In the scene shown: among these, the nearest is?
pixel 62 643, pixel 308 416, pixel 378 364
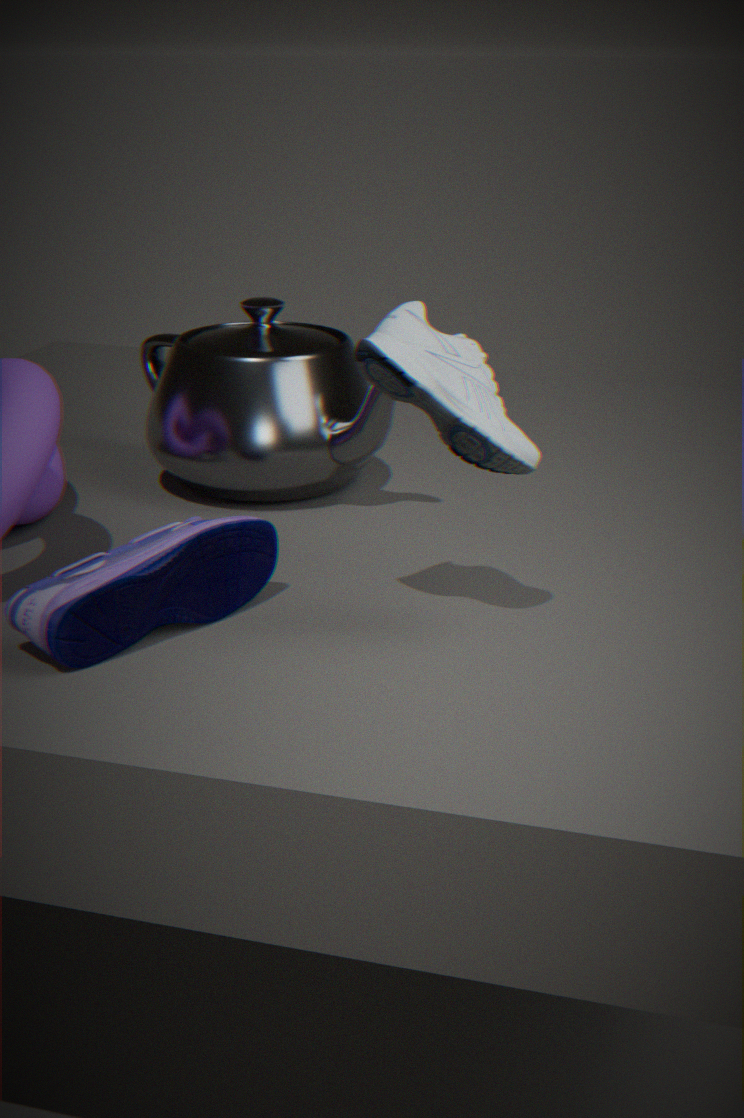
pixel 62 643
